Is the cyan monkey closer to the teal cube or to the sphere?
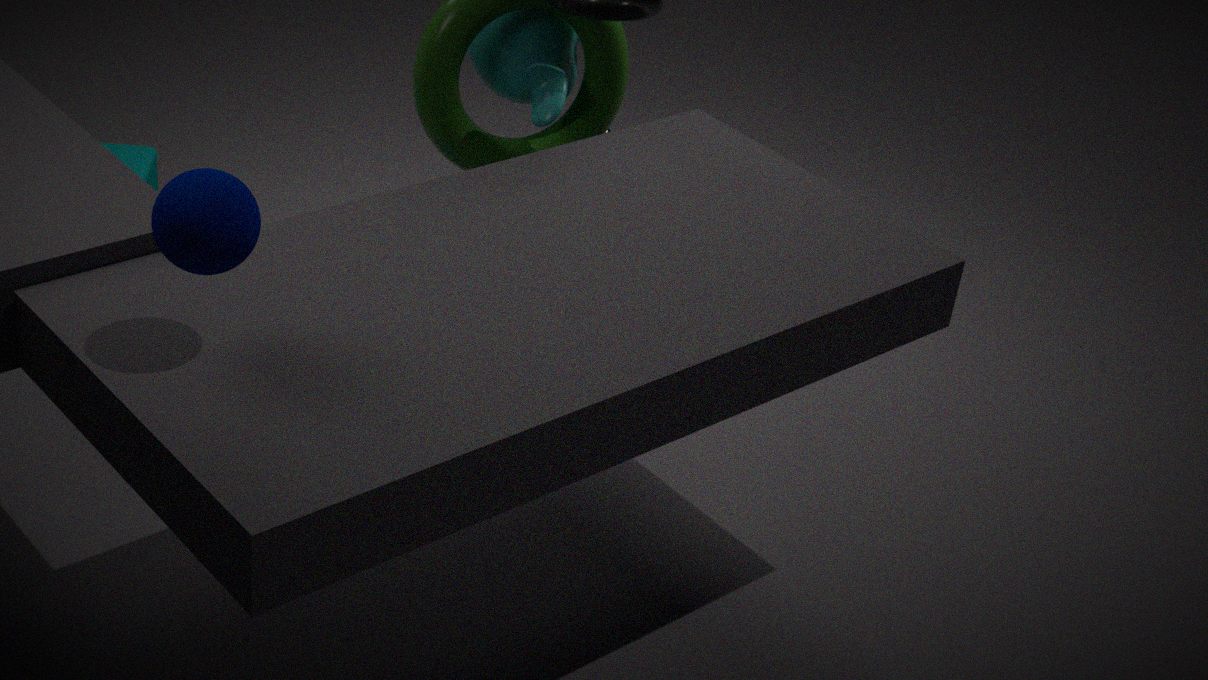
the teal cube
